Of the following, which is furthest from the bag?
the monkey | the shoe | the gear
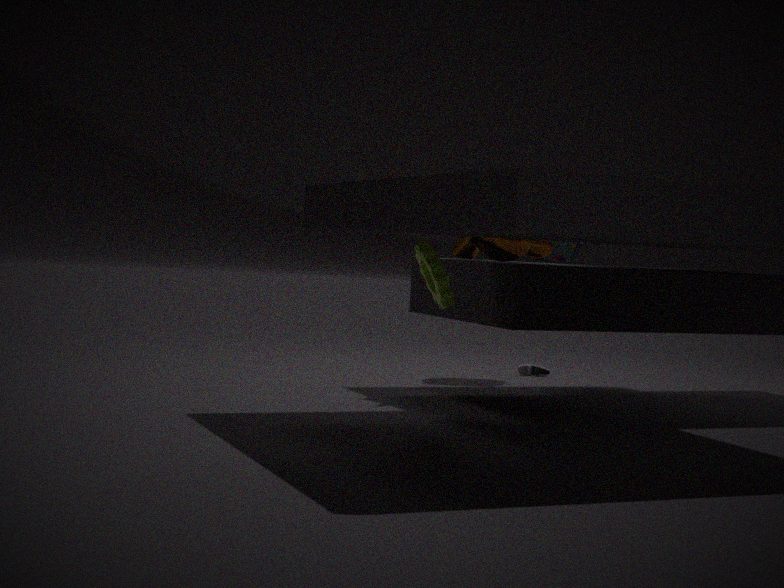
the gear
